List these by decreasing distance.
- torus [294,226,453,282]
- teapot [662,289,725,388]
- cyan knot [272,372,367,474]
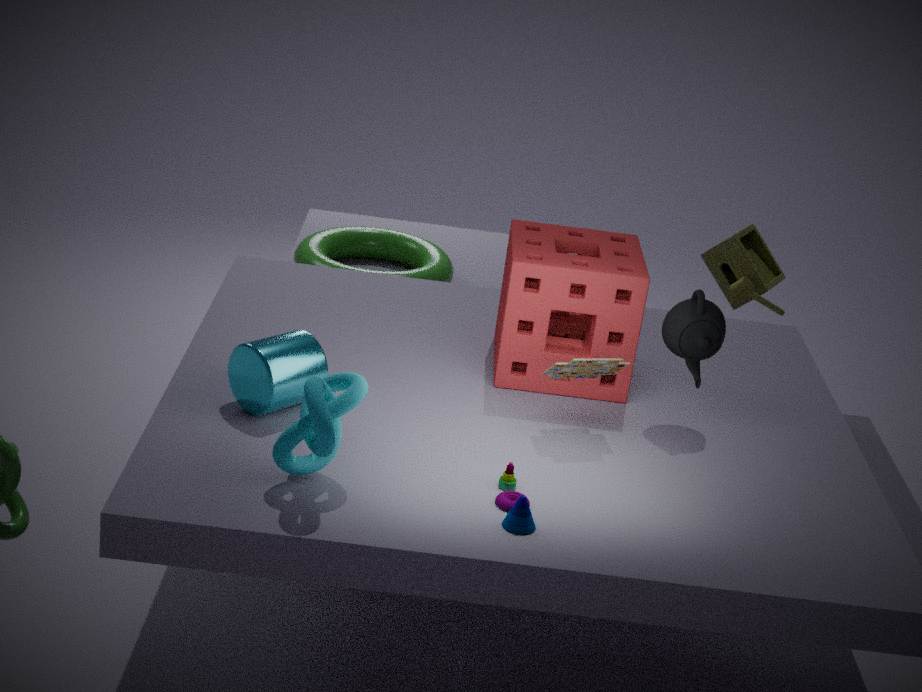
torus [294,226,453,282] < teapot [662,289,725,388] < cyan knot [272,372,367,474]
